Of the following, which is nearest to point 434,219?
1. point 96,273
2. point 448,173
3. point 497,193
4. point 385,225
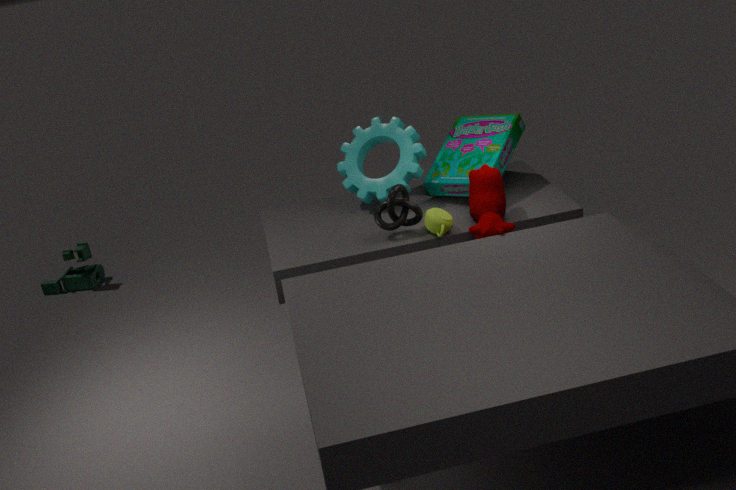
point 385,225
